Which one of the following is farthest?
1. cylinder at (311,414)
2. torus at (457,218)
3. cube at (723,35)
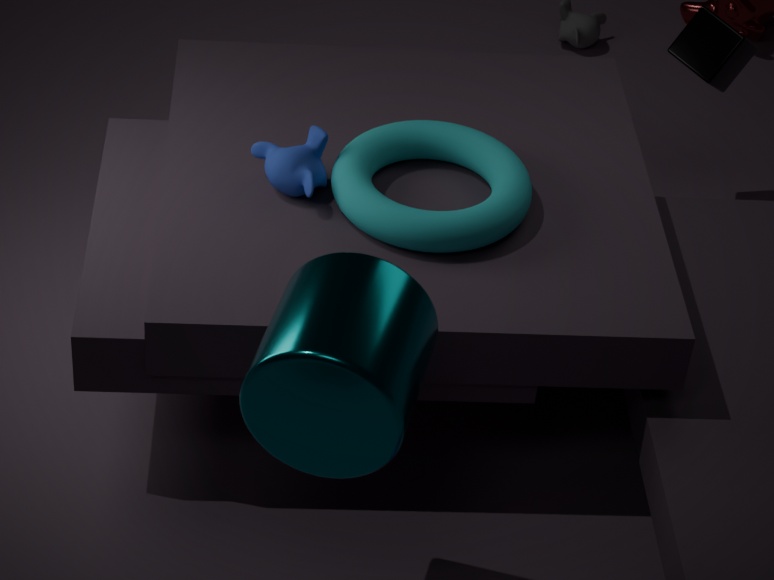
cube at (723,35)
